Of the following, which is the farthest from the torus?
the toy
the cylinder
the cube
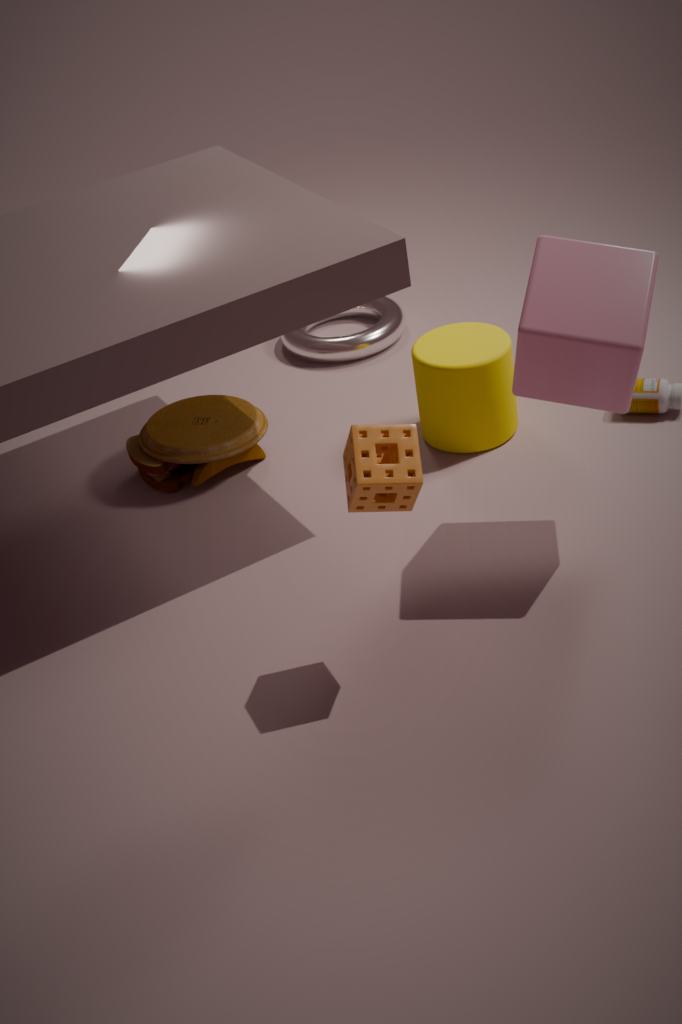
the cube
